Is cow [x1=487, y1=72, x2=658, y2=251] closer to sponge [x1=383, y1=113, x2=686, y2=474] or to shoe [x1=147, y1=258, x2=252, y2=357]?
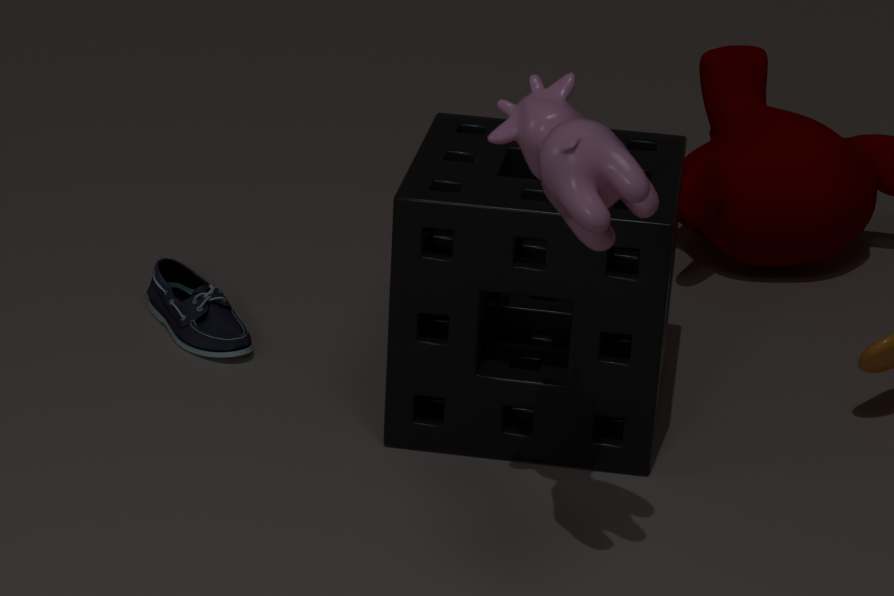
sponge [x1=383, y1=113, x2=686, y2=474]
